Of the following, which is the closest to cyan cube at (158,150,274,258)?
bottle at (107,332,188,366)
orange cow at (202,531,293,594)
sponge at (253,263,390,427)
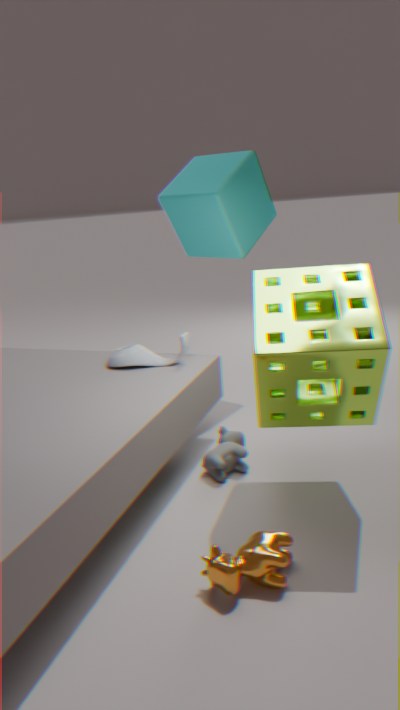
bottle at (107,332,188,366)
